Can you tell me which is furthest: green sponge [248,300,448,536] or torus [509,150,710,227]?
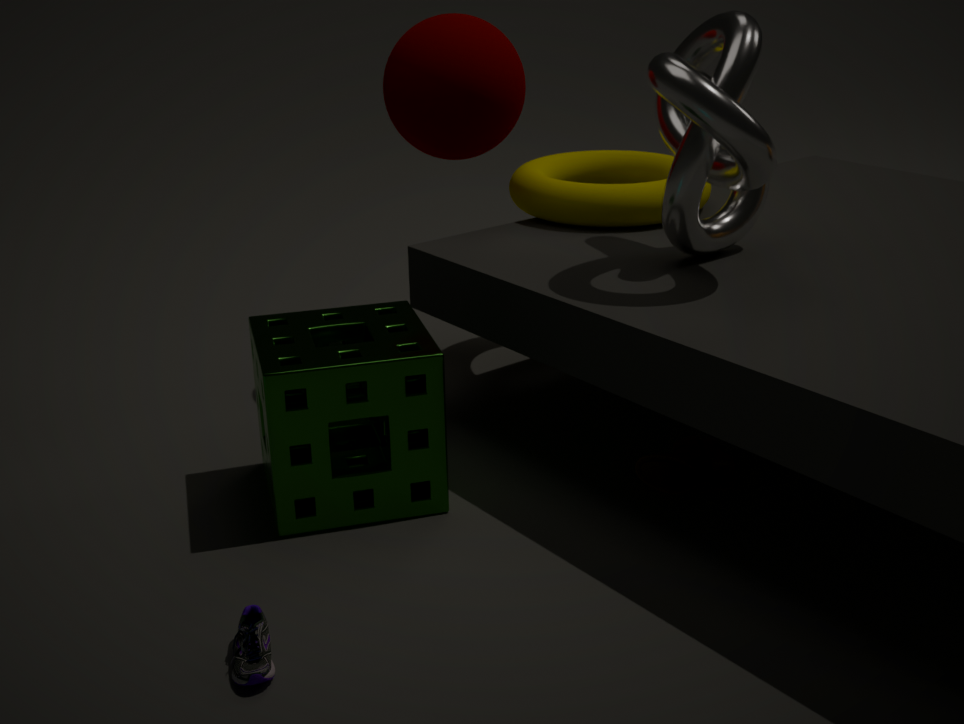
torus [509,150,710,227]
